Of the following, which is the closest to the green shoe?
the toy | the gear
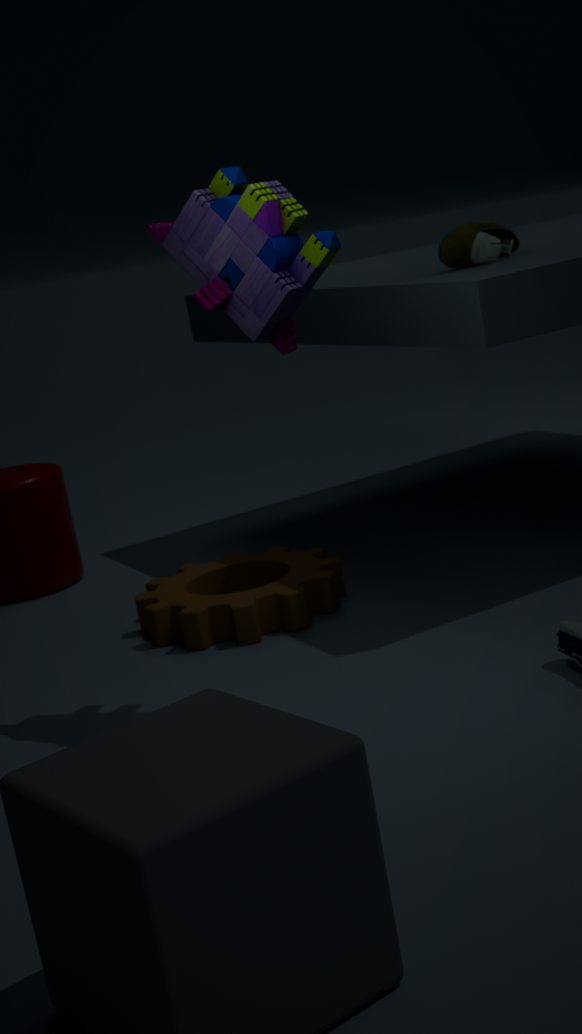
the toy
